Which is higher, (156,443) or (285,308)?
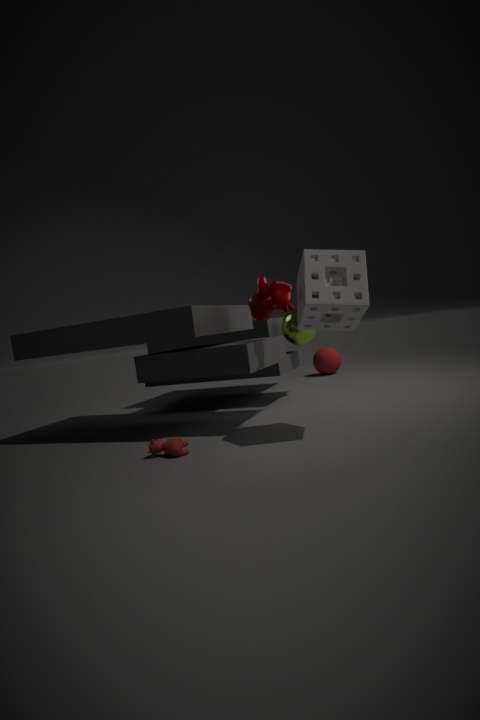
(285,308)
